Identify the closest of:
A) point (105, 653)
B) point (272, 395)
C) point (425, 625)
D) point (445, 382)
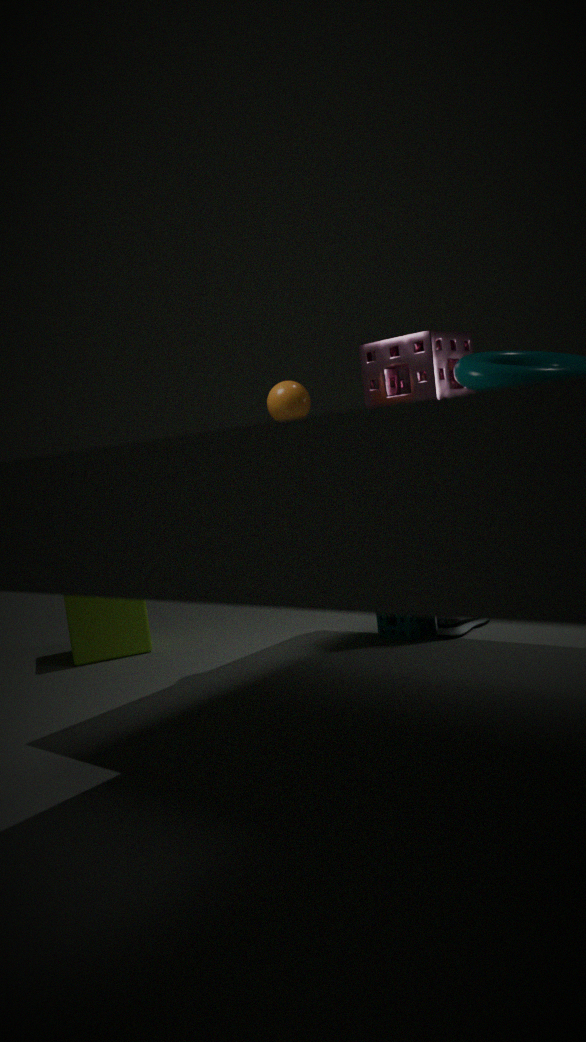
A: point (272, 395)
